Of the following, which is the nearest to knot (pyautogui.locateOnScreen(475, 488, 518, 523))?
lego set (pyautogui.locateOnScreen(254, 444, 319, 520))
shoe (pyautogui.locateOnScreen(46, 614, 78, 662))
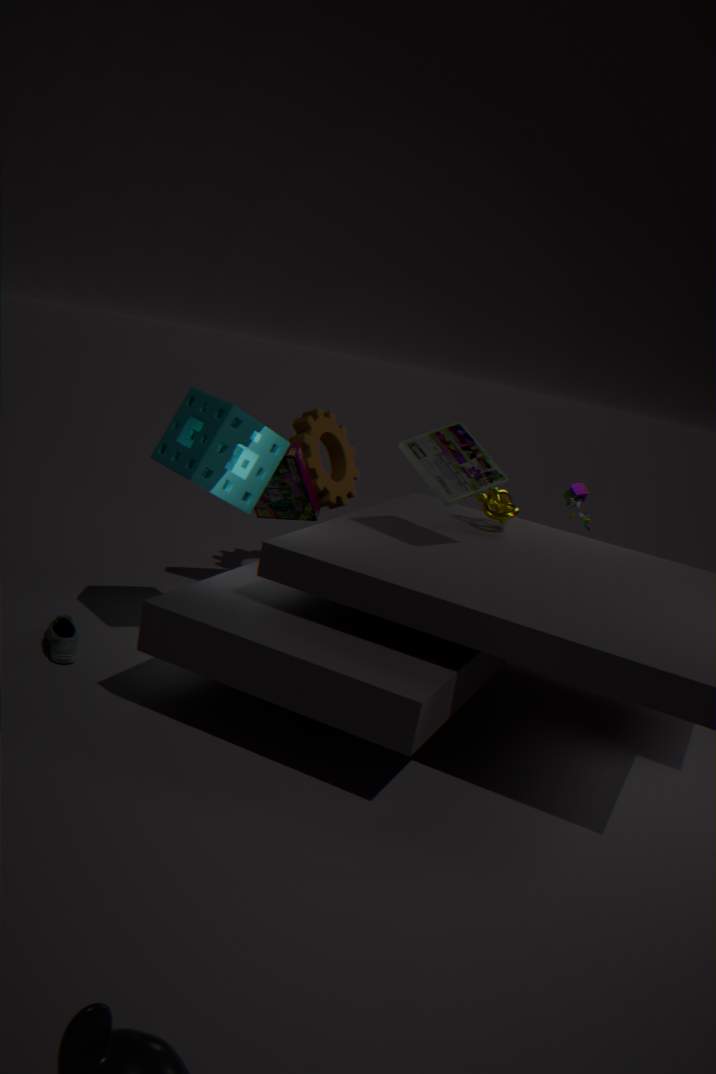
lego set (pyautogui.locateOnScreen(254, 444, 319, 520))
